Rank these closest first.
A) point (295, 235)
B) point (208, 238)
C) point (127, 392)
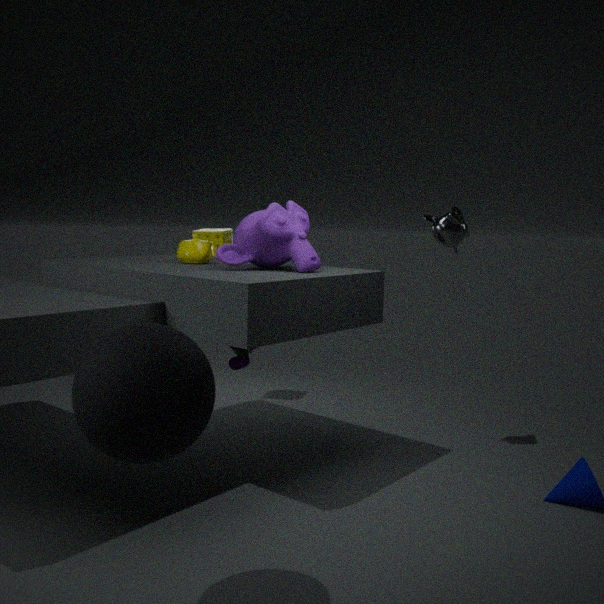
point (127, 392) < point (295, 235) < point (208, 238)
